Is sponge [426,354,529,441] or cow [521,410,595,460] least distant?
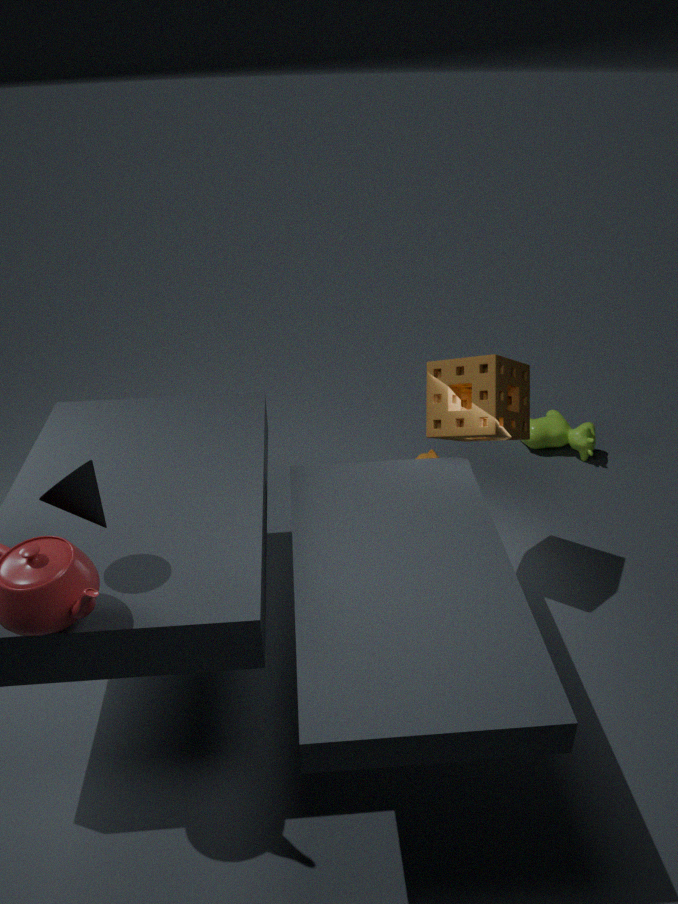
sponge [426,354,529,441]
